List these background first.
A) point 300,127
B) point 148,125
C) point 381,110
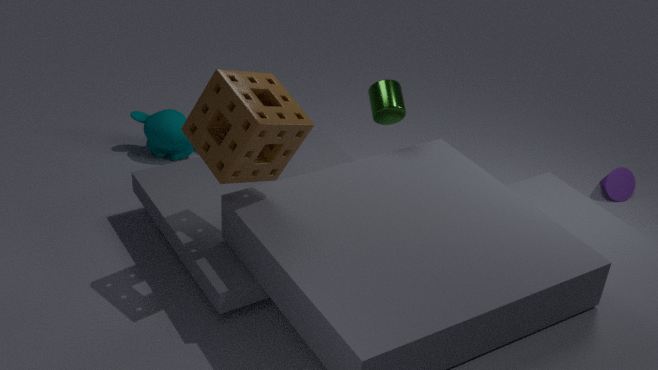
1. point 148,125
2. point 381,110
3. point 300,127
